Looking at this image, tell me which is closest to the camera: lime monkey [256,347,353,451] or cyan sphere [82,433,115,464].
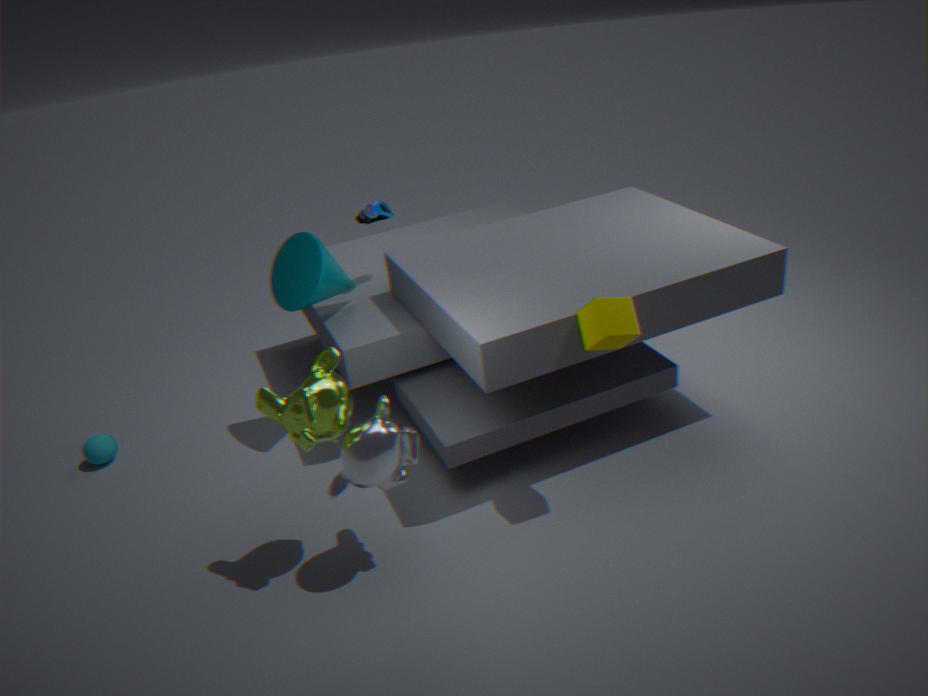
lime monkey [256,347,353,451]
